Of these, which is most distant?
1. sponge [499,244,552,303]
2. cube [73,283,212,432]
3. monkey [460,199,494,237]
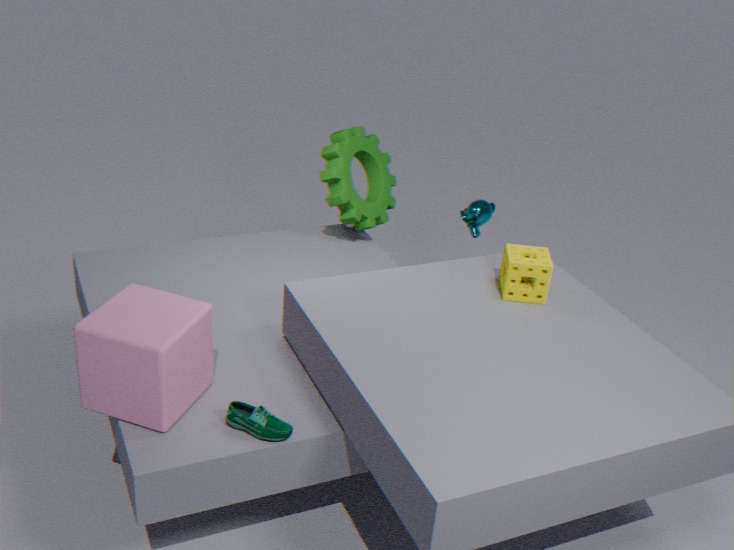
monkey [460,199,494,237]
